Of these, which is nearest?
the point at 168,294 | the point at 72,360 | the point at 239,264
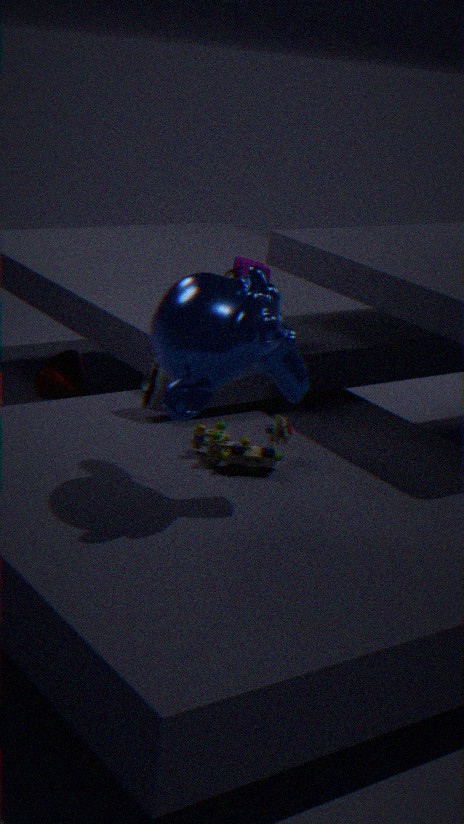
the point at 168,294
